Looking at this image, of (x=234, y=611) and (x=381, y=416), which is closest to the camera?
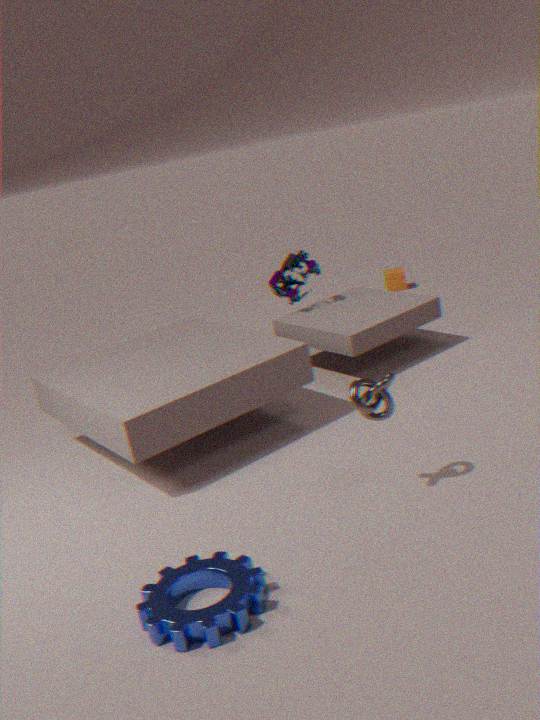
(x=234, y=611)
